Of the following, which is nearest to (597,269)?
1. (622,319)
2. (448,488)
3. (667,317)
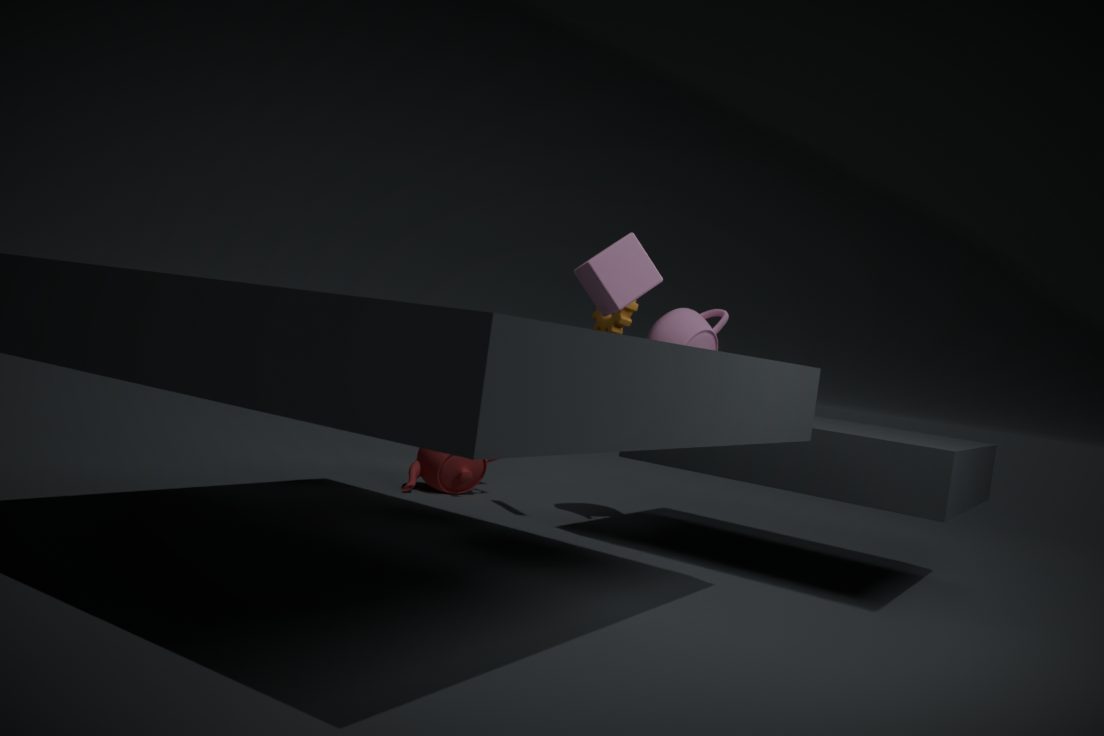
(622,319)
